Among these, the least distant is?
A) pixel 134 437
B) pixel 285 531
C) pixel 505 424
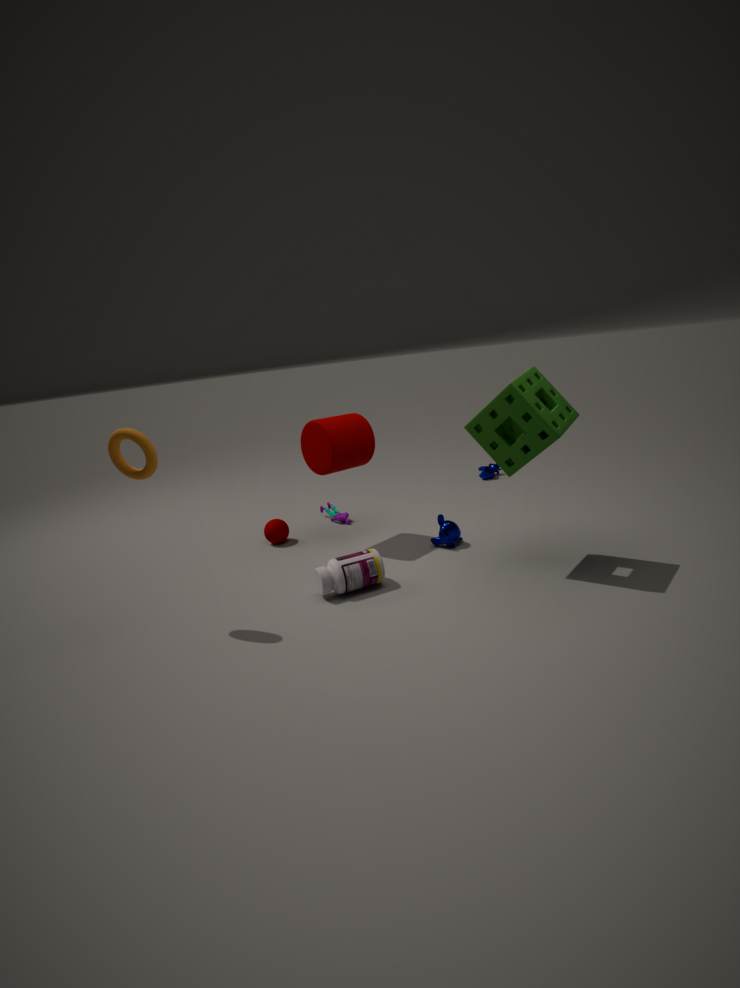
pixel 134 437
